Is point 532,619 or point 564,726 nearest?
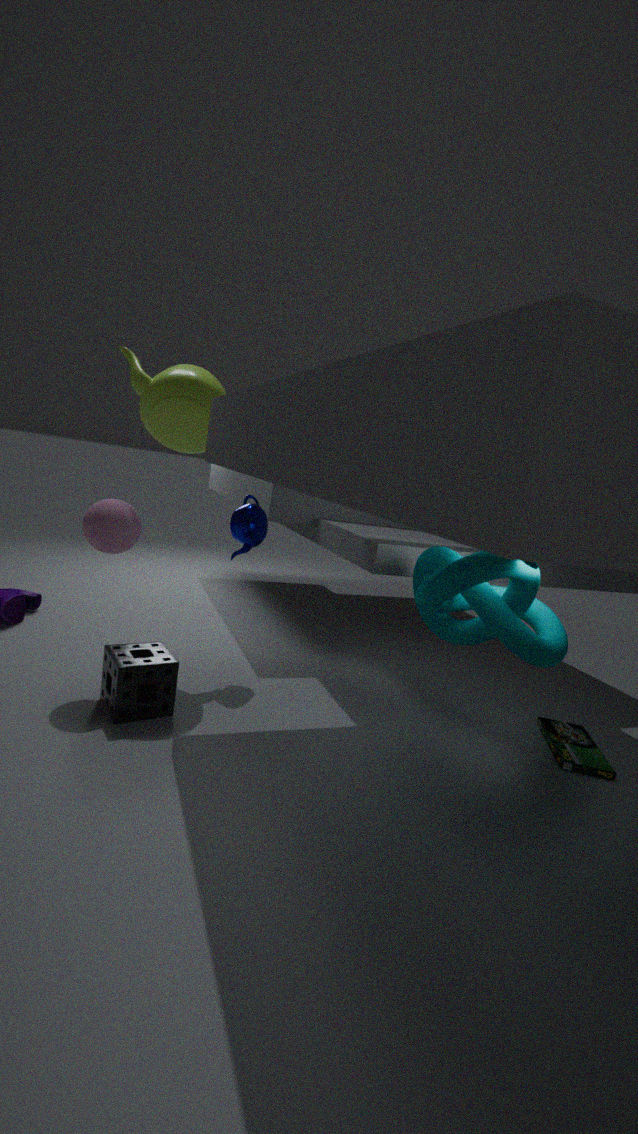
point 532,619
